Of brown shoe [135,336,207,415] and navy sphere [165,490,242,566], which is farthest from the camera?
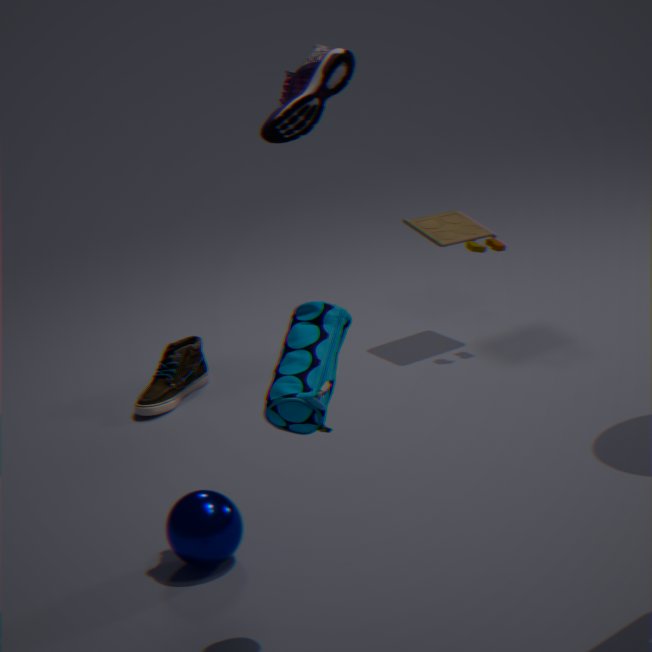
brown shoe [135,336,207,415]
